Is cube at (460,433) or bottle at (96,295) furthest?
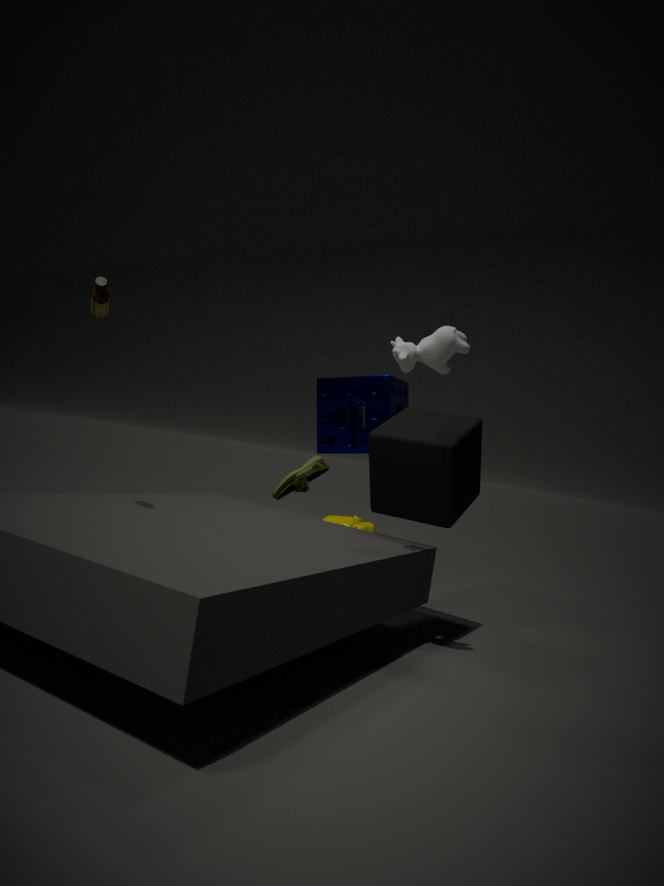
cube at (460,433)
